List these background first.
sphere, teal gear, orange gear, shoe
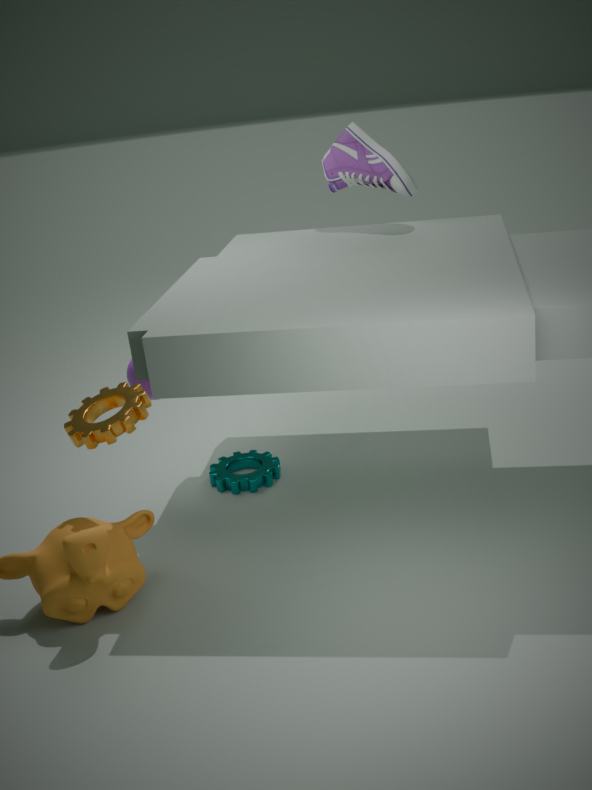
shoe
teal gear
sphere
orange gear
